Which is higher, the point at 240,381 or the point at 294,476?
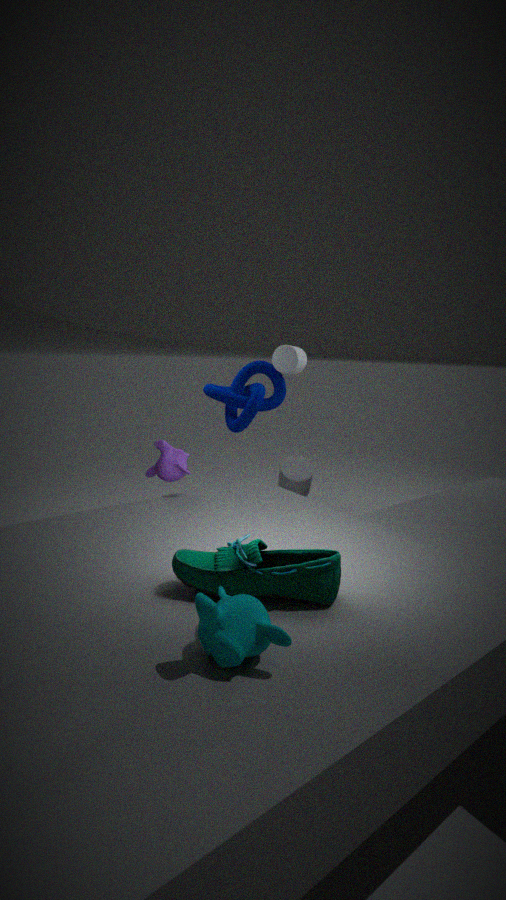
the point at 240,381
